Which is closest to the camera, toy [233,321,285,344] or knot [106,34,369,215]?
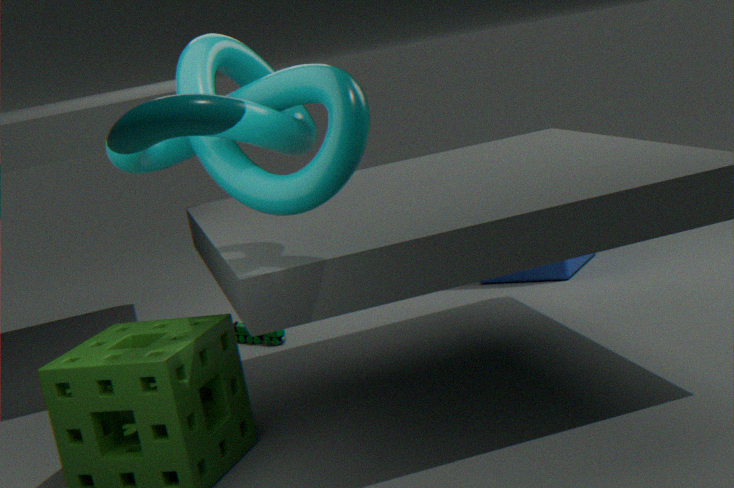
knot [106,34,369,215]
